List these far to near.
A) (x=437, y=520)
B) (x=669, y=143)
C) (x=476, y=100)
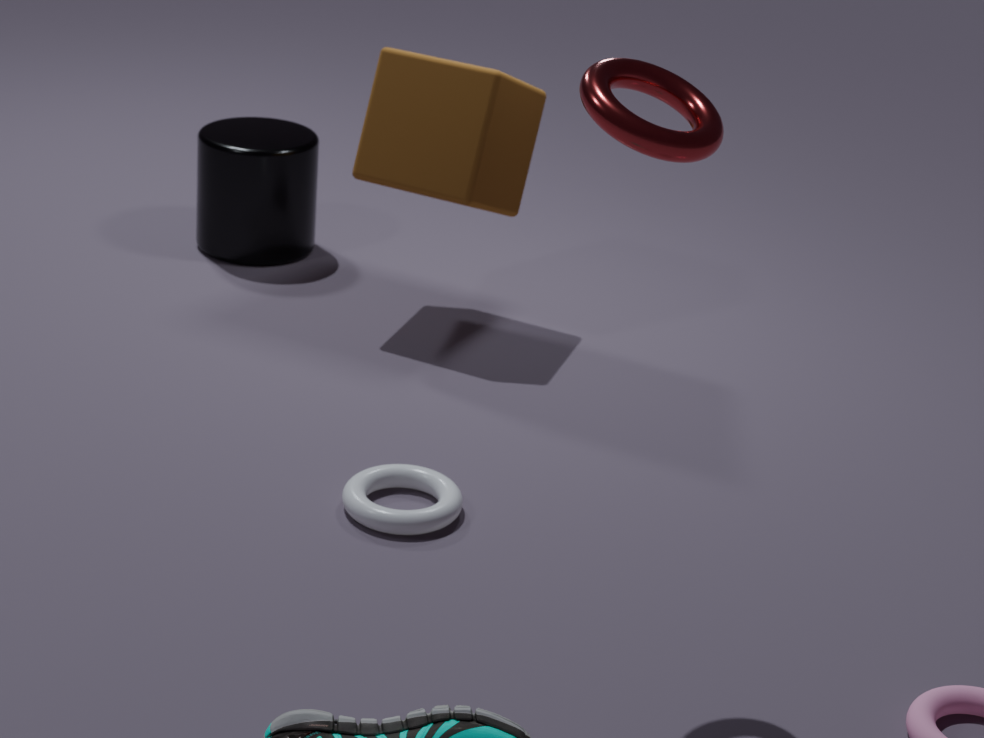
1. (x=476, y=100)
2. (x=437, y=520)
3. (x=669, y=143)
